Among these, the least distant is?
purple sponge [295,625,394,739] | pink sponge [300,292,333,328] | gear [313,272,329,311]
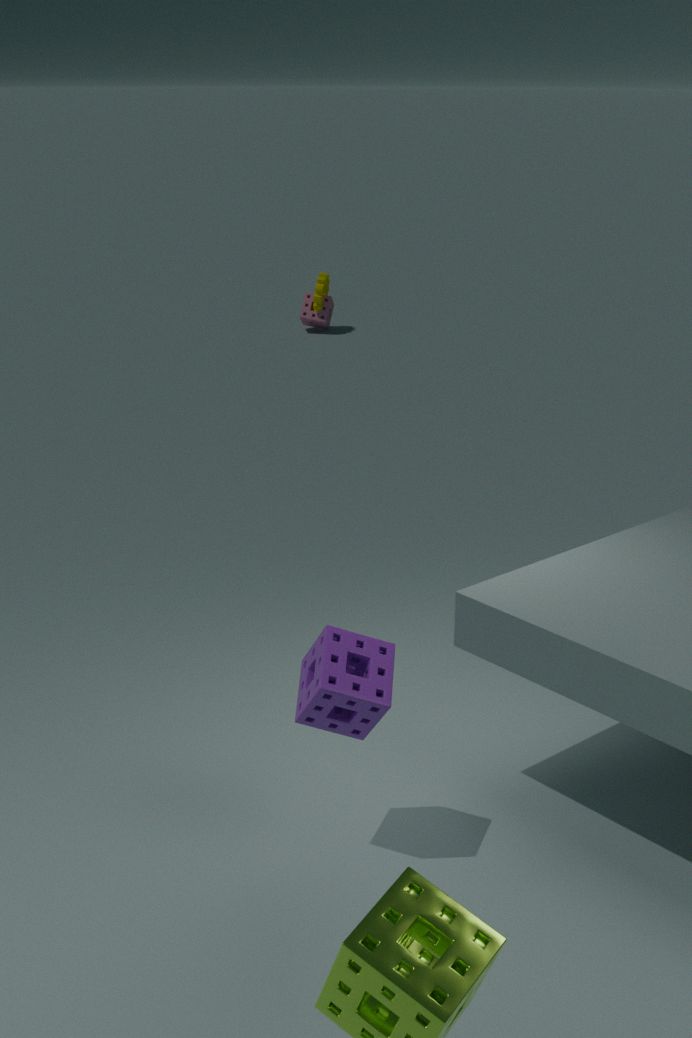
purple sponge [295,625,394,739]
